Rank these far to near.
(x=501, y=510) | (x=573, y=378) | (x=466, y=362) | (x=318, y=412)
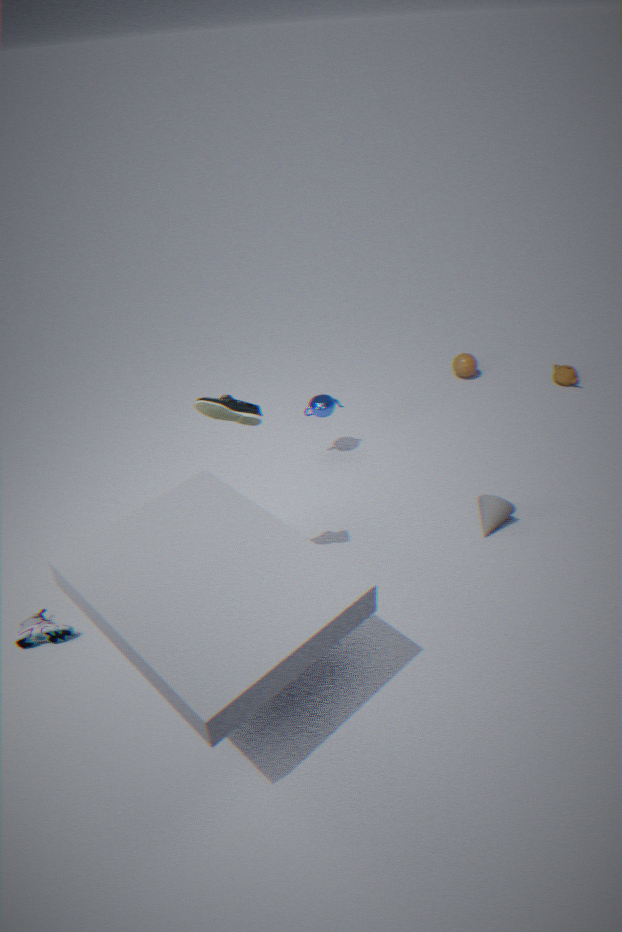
(x=466, y=362), (x=573, y=378), (x=318, y=412), (x=501, y=510)
